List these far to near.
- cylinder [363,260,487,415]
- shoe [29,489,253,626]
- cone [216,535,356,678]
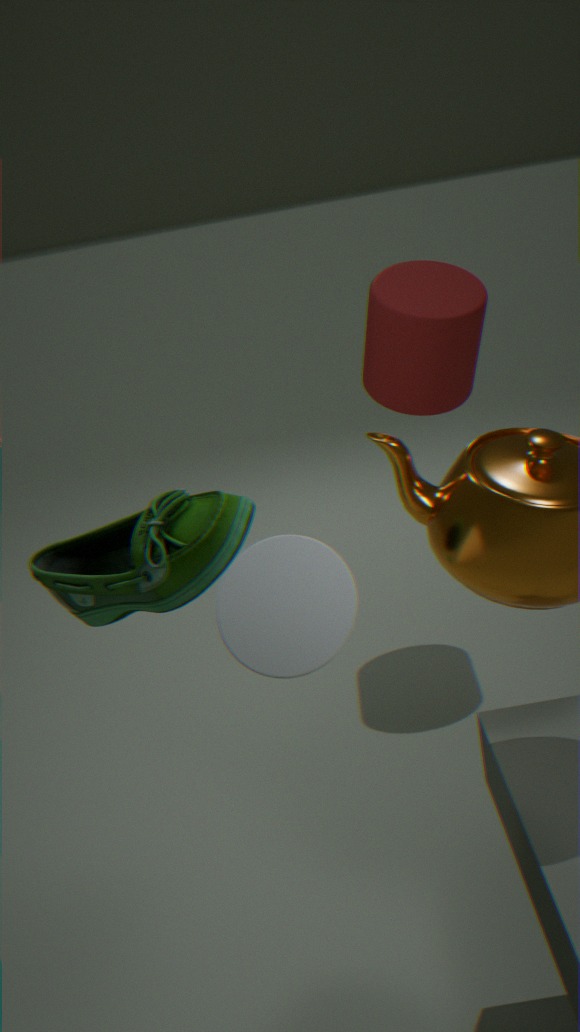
1. cylinder [363,260,487,415]
2. shoe [29,489,253,626]
3. cone [216,535,356,678]
